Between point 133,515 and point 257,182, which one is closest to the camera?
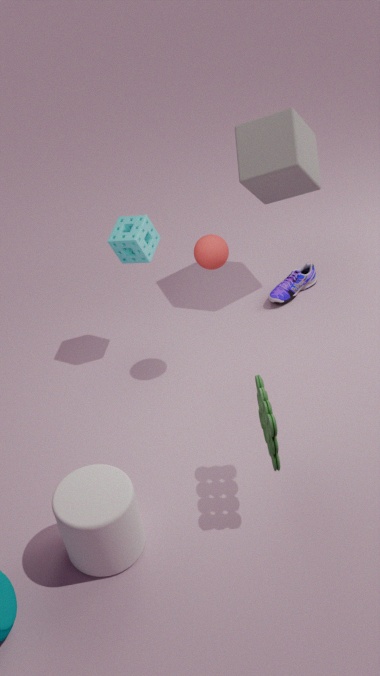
point 133,515
